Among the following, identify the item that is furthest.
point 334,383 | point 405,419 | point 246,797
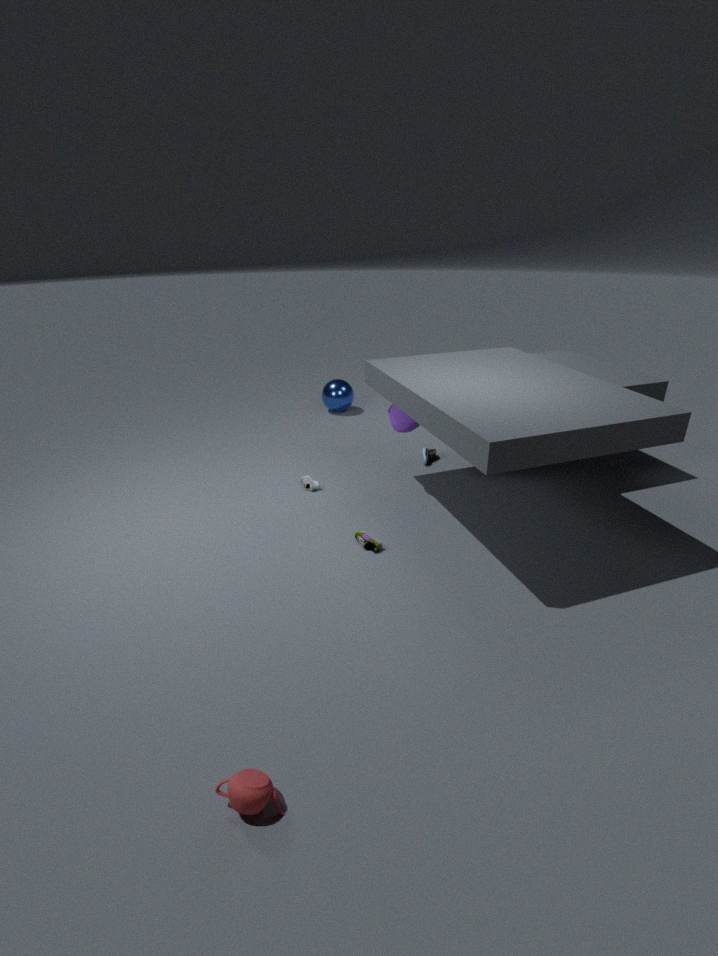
point 334,383
